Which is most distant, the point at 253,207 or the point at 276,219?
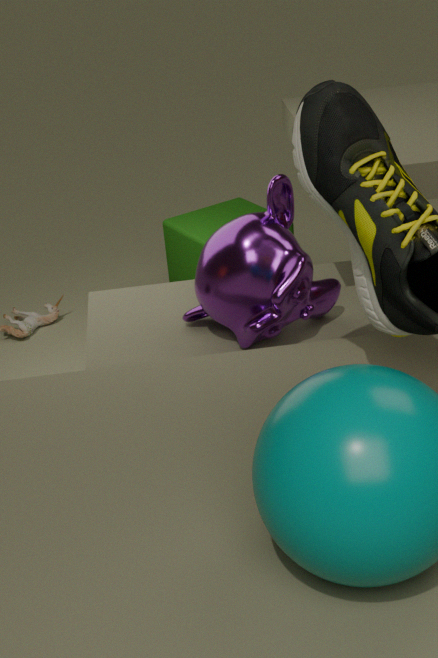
the point at 253,207
